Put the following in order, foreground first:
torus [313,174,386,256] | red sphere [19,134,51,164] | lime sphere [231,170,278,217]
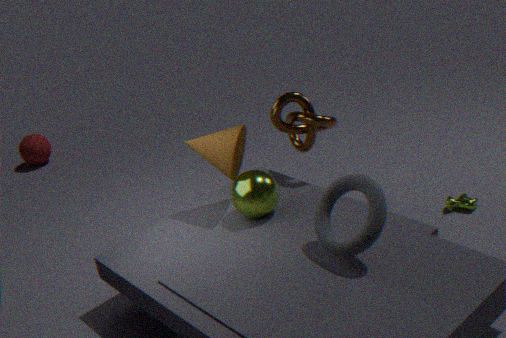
torus [313,174,386,256]
lime sphere [231,170,278,217]
red sphere [19,134,51,164]
